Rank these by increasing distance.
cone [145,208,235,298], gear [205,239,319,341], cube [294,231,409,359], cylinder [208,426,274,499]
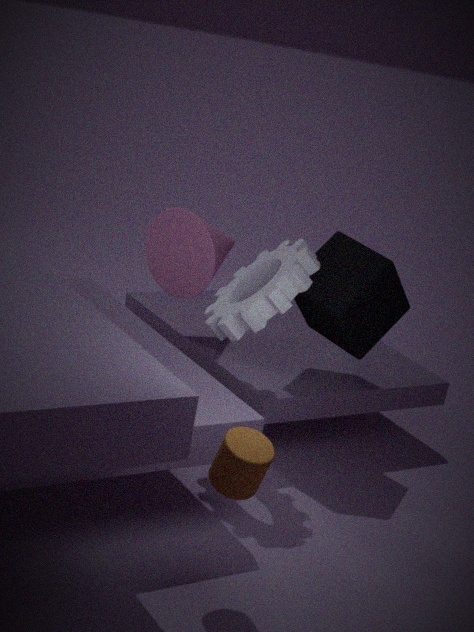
cylinder [208,426,274,499] → gear [205,239,319,341] → cube [294,231,409,359] → cone [145,208,235,298]
